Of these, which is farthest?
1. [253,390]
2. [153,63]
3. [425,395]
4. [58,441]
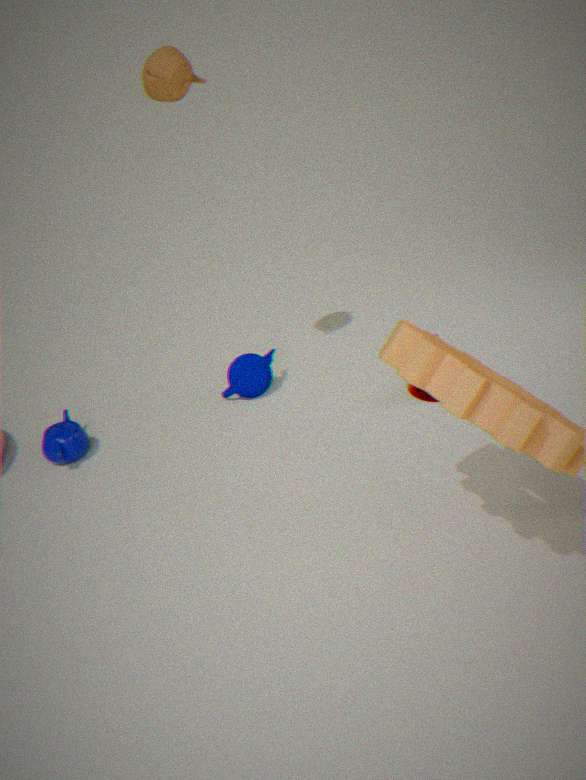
[253,390]
